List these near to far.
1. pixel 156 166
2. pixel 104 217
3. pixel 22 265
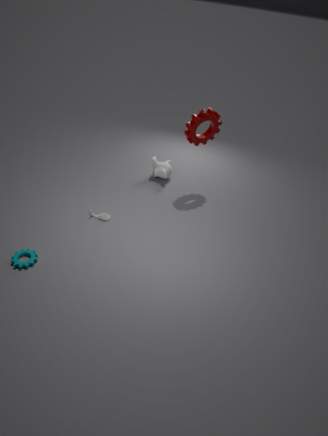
pixel 22 265 < pixel 104 217 < pixel 156 166
